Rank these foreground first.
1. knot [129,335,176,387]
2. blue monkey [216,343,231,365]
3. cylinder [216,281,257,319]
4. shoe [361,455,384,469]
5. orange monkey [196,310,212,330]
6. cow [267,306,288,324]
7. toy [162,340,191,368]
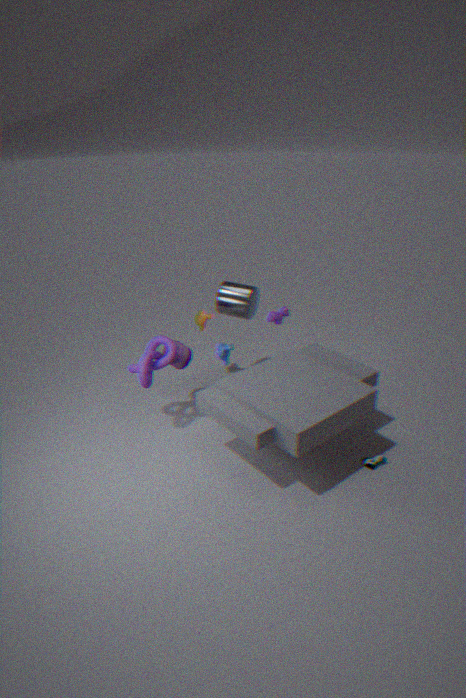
shoe [361,455,384,469] → knot [129,335,176,387] → blue monkey [216,343,231,365] → toy [162,340,191,368] → cylinder [216,281,257,319] → cow [267,306,288,324] → orange monkey [196,310,212,330]
